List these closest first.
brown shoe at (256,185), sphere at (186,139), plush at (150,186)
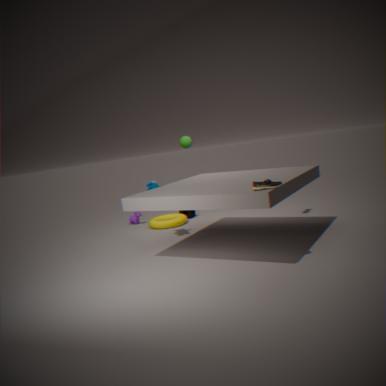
brown shoe at (256,185) < plush at (150,186) < sphere at (186,139)
